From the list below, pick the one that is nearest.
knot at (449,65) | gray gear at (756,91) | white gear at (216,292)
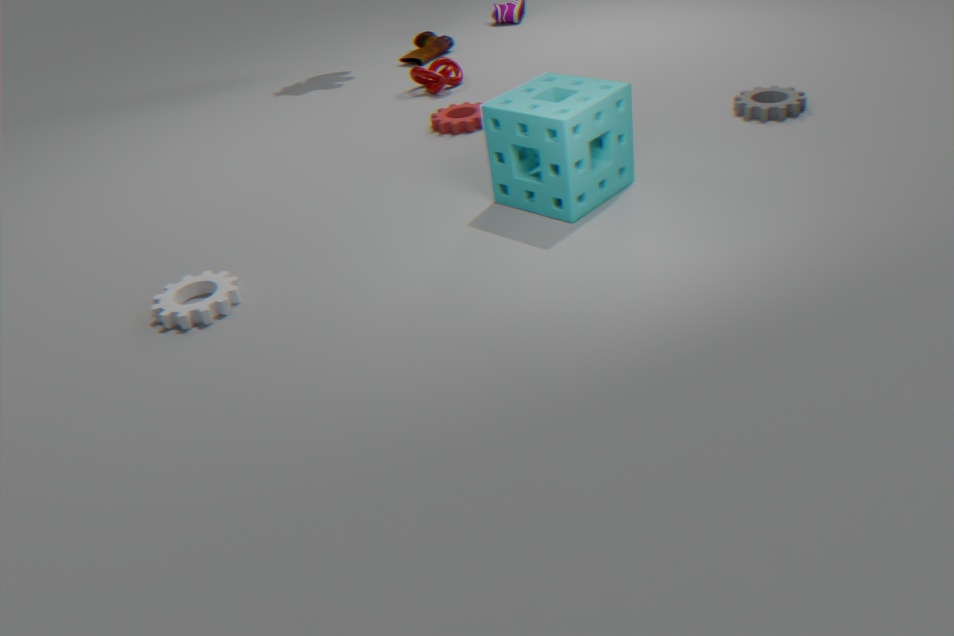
white gear at (216,292)
